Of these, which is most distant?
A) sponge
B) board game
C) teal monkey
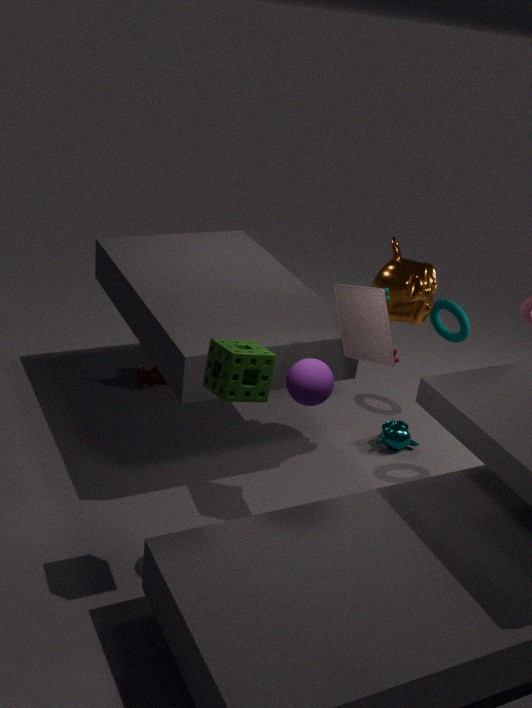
C. teal monkey
